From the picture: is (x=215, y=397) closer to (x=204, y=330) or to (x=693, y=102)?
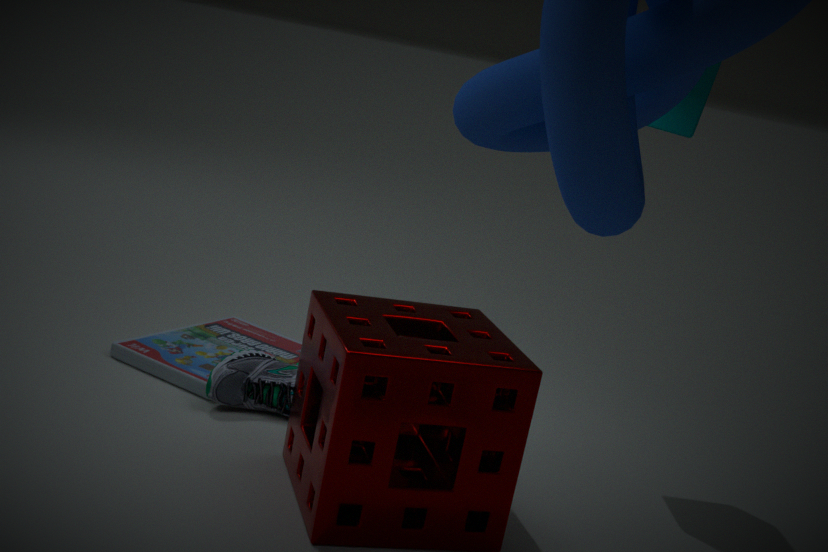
(x=204, y=330)
